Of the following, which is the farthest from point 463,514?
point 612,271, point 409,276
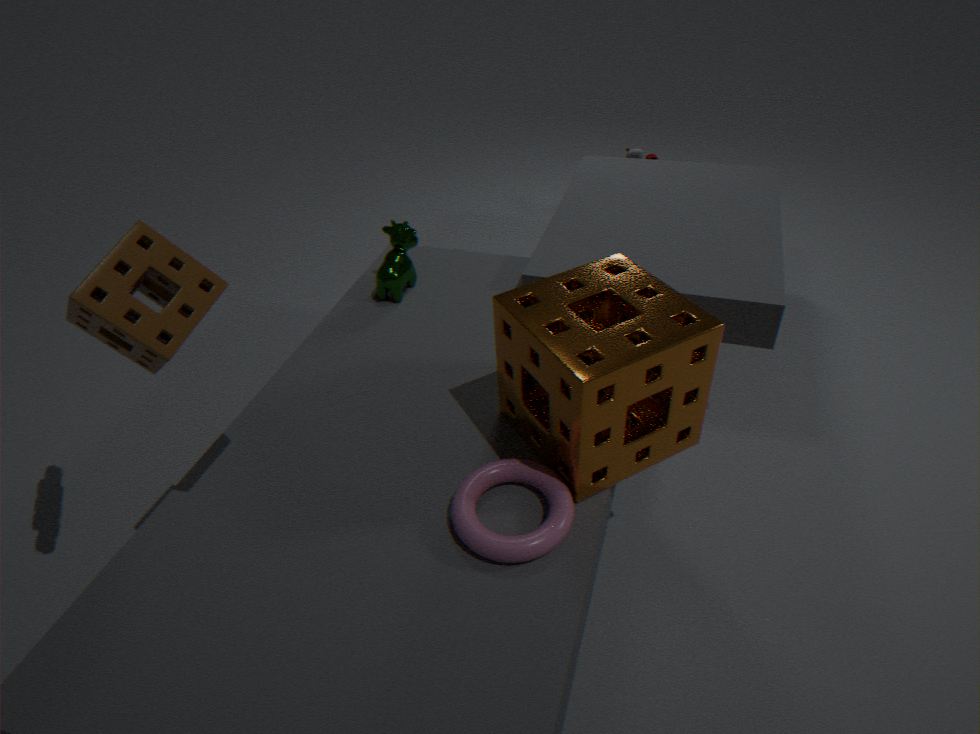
point 409,276
